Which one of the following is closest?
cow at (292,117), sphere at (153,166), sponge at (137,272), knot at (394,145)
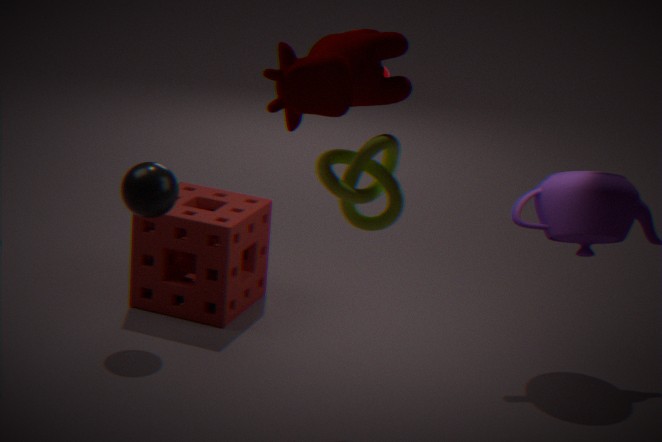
cow at (292,117)
